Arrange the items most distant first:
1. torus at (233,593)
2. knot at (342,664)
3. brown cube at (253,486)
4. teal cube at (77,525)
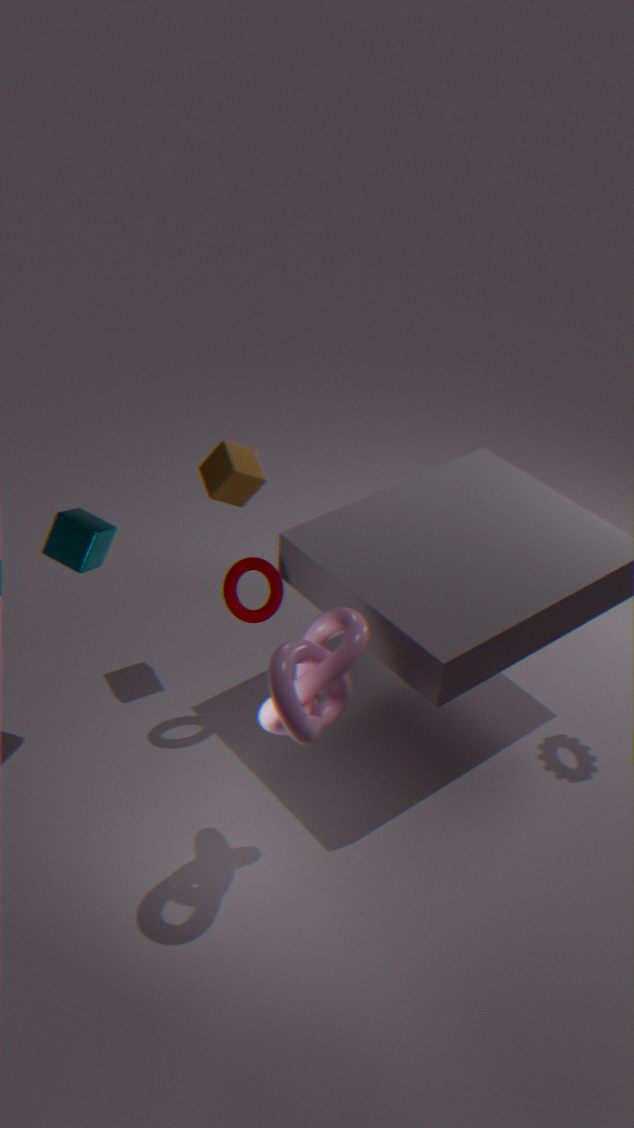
brown cube at (253,486) < torus at (233,593) < teal cube at (77,525) < knot at (342,664)
